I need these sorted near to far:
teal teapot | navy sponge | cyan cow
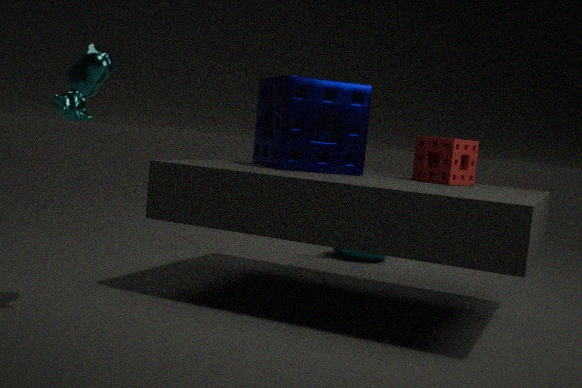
1. cyan cow
2. navy sponge
3. teal teapot
